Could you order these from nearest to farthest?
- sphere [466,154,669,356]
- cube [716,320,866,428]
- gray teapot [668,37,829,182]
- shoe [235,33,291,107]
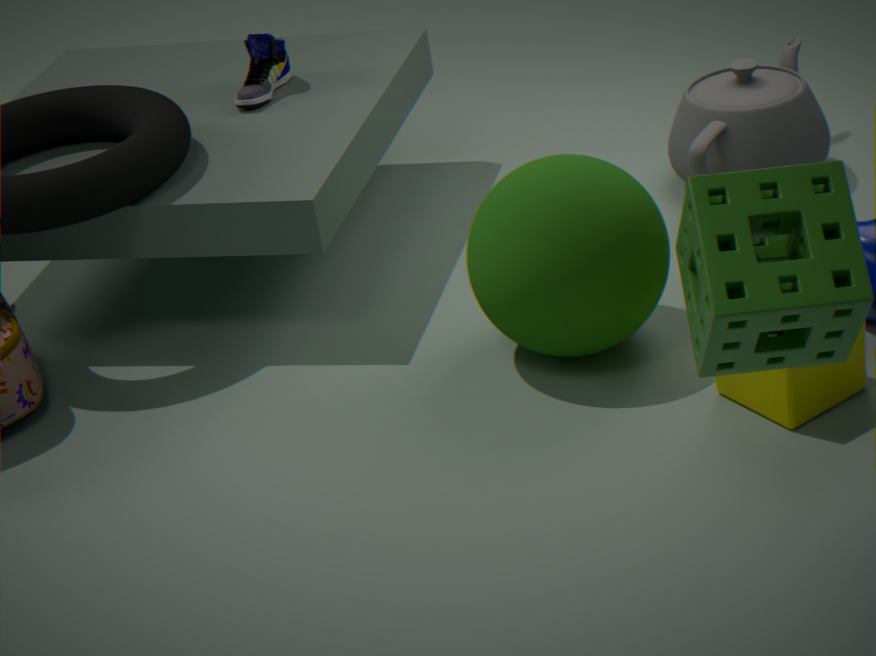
cube [716,320,866,428] → sphere [466,154,669,356] → gray teapot [668,37,829,182] → shoe [235,33,291,107]
